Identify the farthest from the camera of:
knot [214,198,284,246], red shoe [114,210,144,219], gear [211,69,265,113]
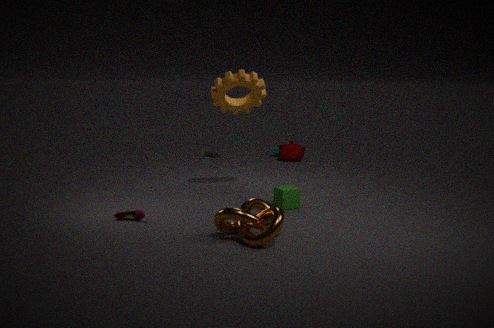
gear [211,69,265,113]
